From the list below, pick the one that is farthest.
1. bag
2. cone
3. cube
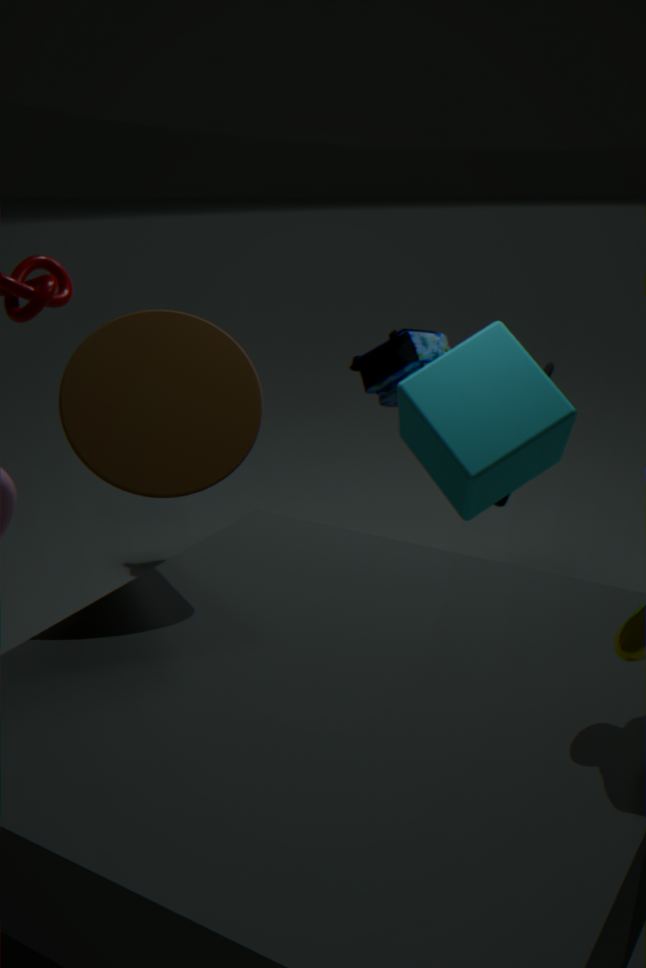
bag
